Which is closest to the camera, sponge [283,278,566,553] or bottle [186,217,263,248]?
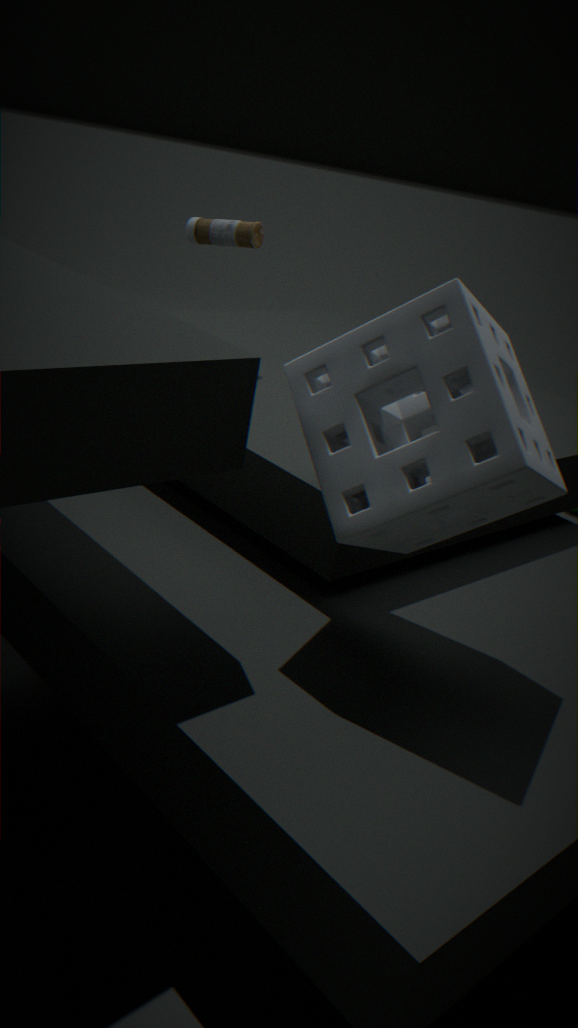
sponge [283,278,566,553]
